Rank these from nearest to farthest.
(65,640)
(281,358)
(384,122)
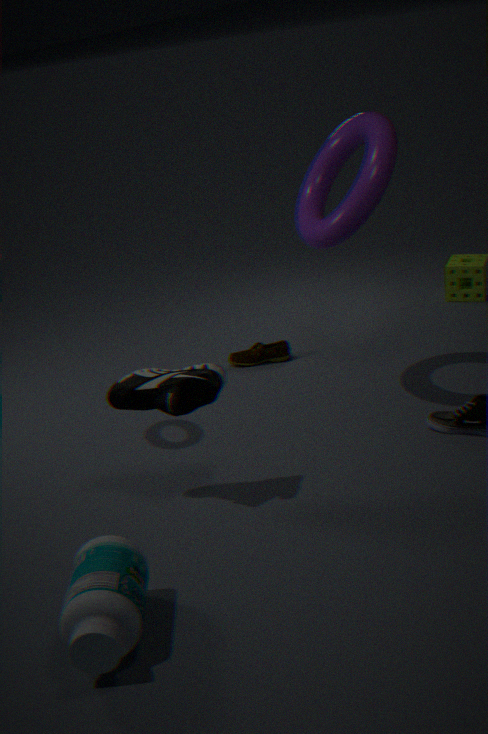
(65,640) → (384,122) → (281,358)
